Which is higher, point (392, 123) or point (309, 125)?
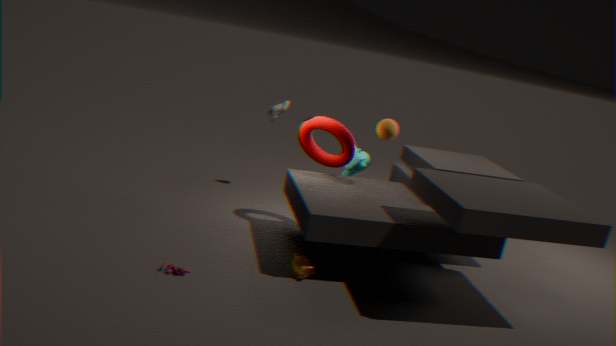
point (392, 123)
